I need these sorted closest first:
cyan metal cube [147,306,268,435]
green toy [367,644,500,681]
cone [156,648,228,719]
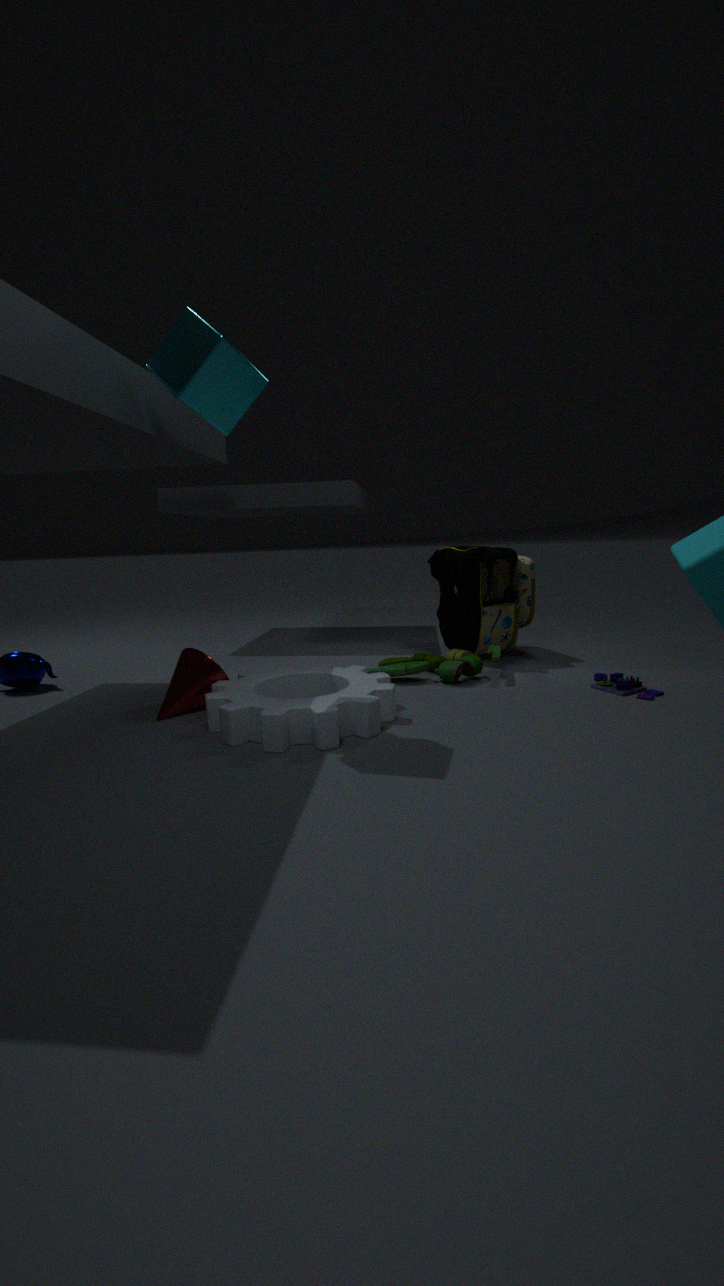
cyan metal cube [147,306,268,435], cone [156,648,228,719], green toy [367,644,500,681]
